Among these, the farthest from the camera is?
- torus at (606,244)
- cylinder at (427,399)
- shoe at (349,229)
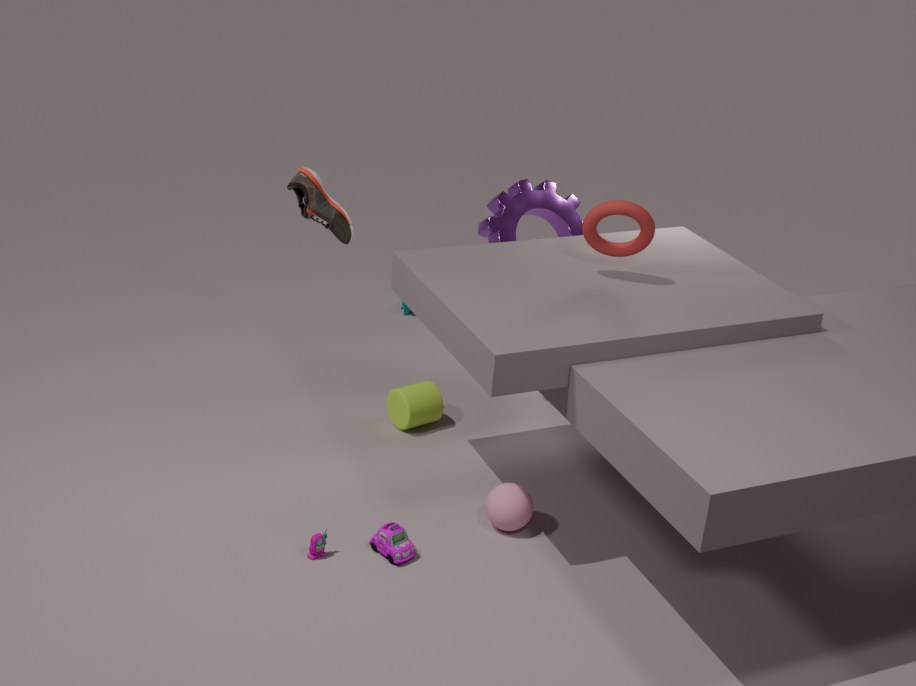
cylinder at (427,399)
